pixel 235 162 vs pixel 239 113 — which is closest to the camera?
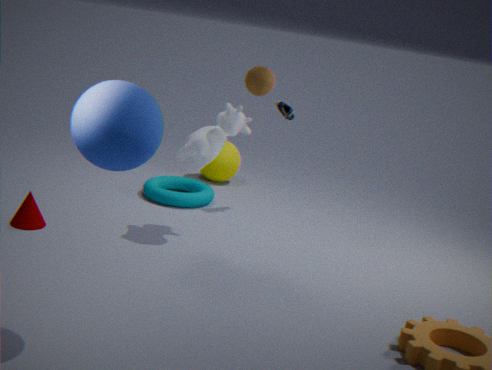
pixel 239 113
